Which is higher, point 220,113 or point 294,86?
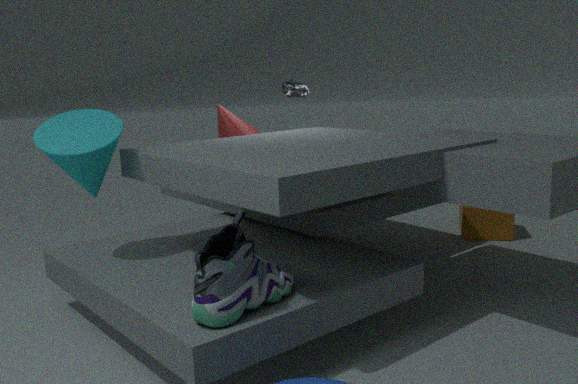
point 294,86
